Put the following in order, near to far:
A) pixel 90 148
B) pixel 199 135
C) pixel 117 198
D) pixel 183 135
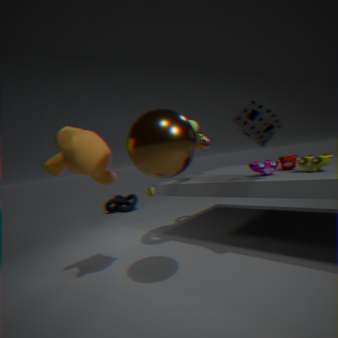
pixel 183 135 → pixel 90 148 → pixel 199 135 → pixel 117 198
